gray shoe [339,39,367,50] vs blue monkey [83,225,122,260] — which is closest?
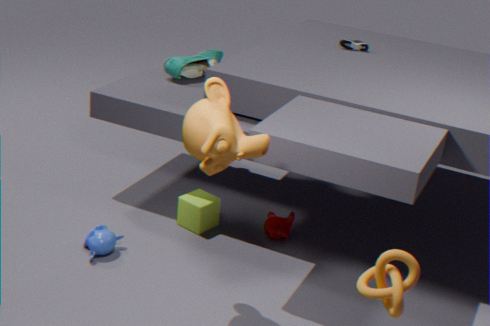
blue monkey [83,225,122,260]
